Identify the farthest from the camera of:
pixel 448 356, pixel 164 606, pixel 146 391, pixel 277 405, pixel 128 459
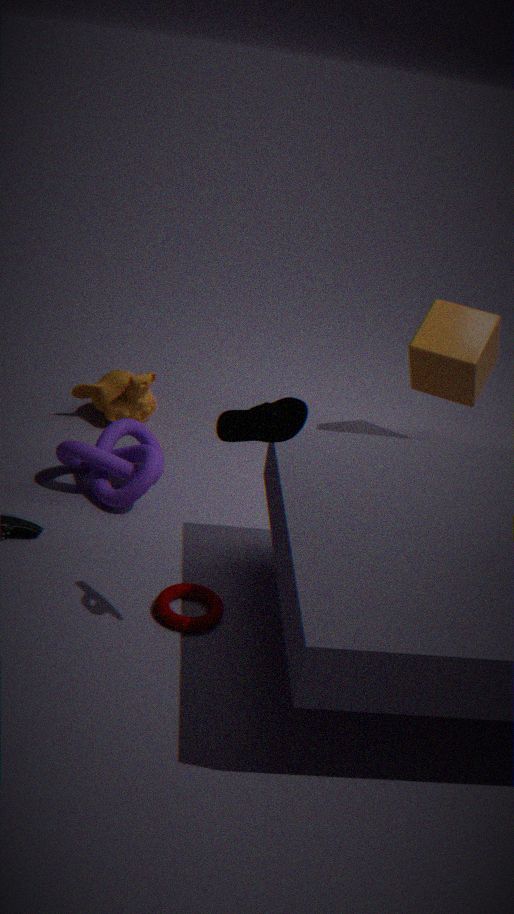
pixel 146 391
